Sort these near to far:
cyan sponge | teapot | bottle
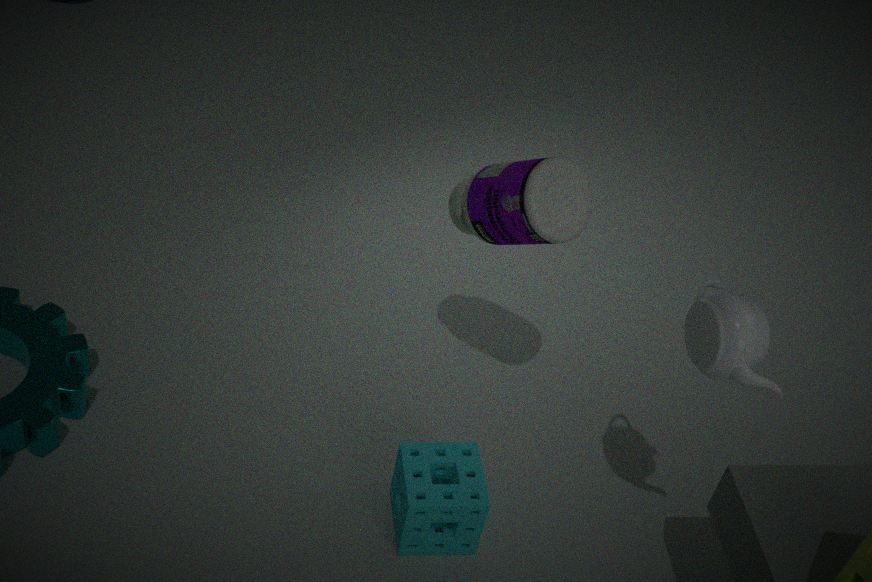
teapot < bottle < cyan sponge
